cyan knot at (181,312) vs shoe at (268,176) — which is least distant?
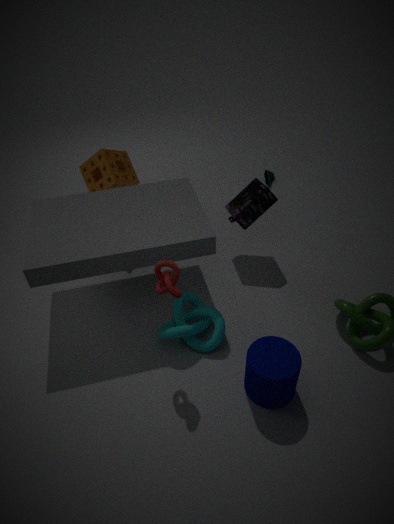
cyan knot at (181,312)
